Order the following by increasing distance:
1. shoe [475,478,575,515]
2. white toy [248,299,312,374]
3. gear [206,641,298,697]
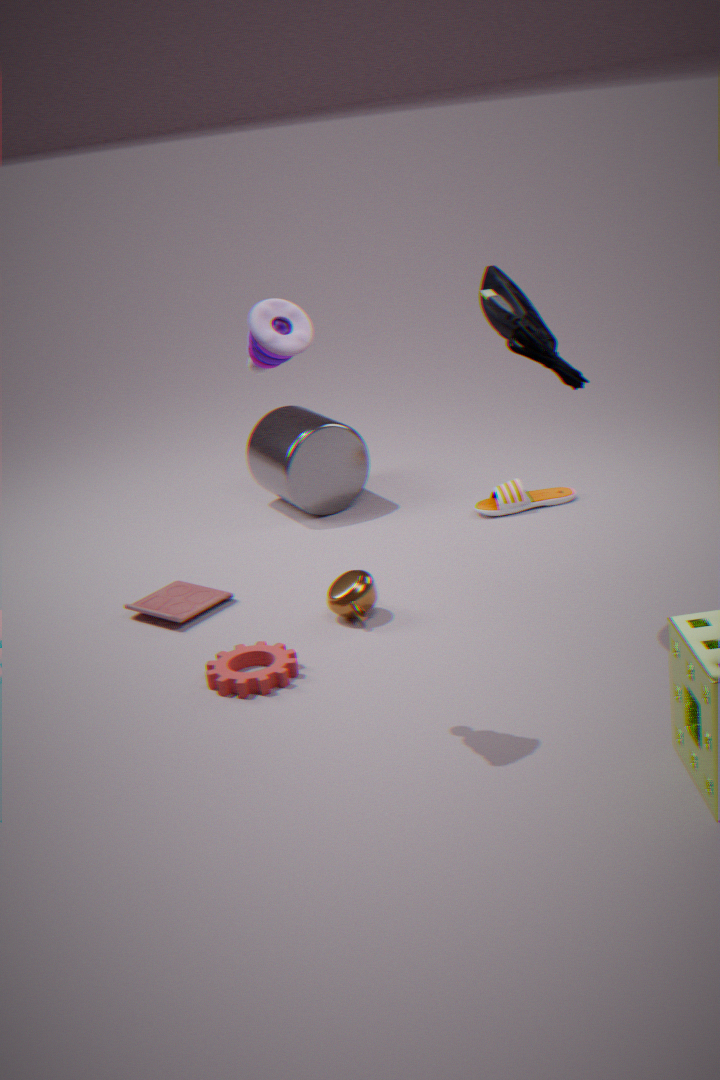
A: white toy [248,299,312,374]
gear [206,641,298,697]
shoe [475,478,575,515]
